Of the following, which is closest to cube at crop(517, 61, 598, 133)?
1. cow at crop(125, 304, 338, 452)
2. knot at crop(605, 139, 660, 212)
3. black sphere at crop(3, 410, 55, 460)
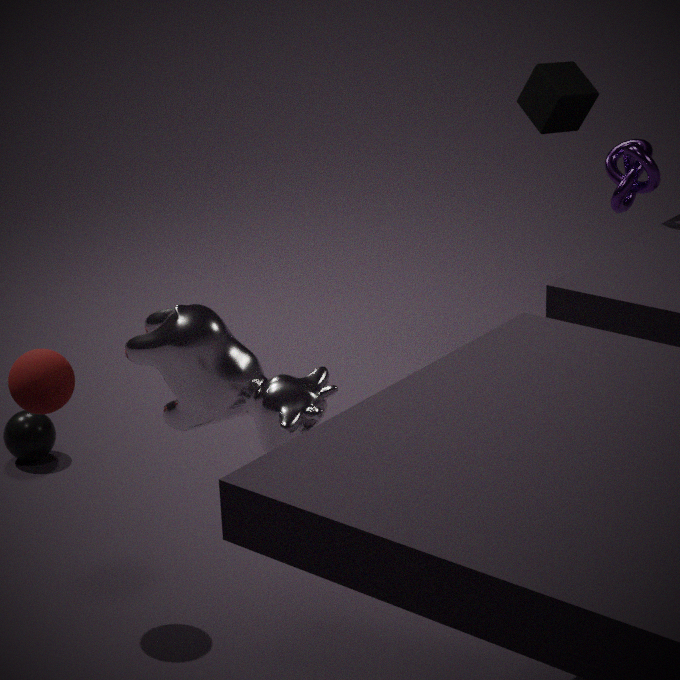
knot at crop(605, 139, 660, 212)
